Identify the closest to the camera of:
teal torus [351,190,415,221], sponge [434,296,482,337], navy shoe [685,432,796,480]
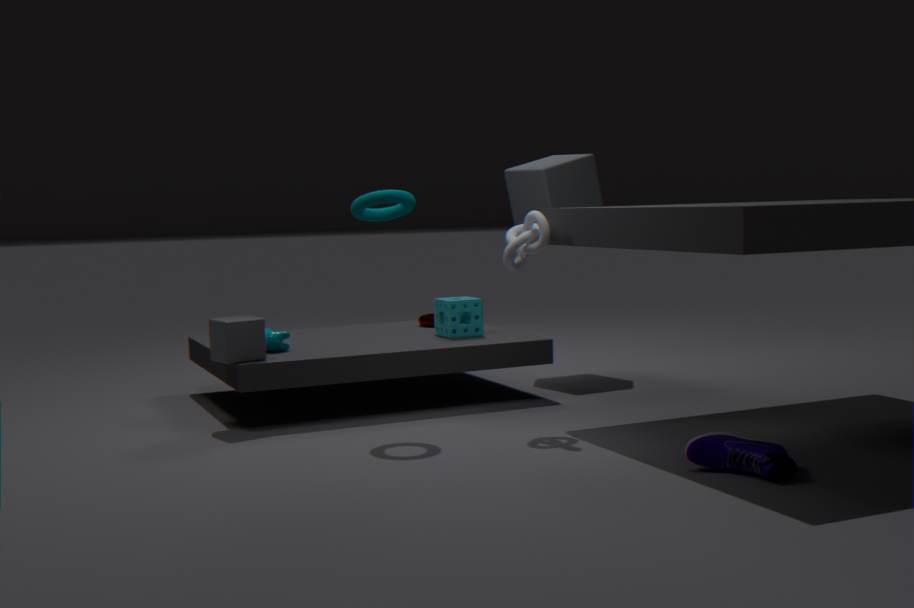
navy shoe [685,432,796,480]
